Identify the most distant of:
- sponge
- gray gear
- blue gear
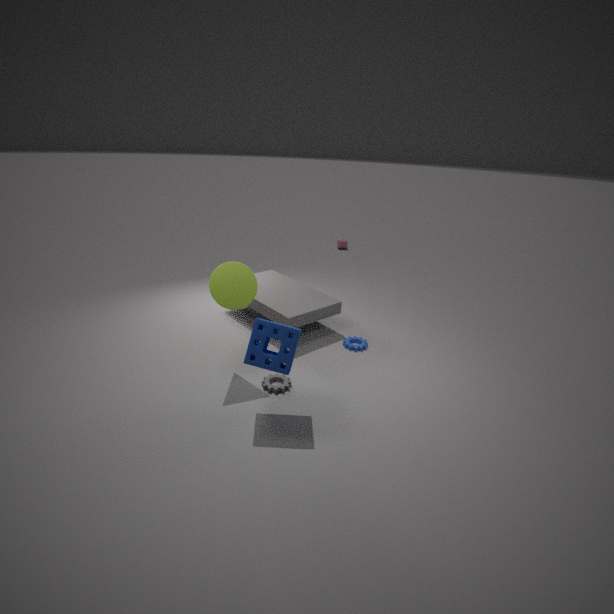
blue gear
